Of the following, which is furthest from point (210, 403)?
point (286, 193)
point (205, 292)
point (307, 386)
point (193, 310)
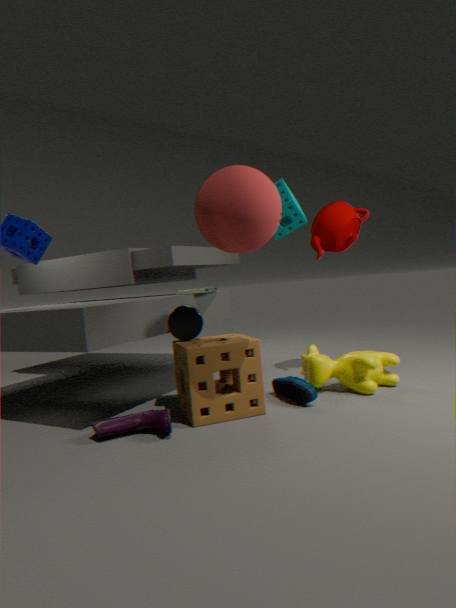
point (286, 193)
